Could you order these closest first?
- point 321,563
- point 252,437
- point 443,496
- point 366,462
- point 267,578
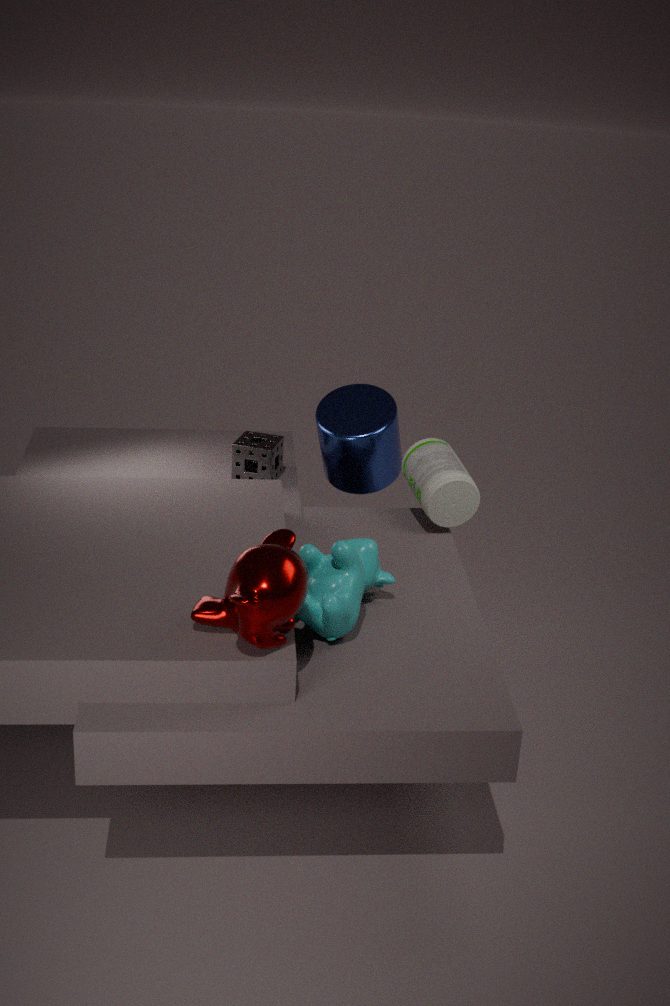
1. point 267,578
2. point 321,563
3. point 443,496
4. point 366,462
5. point 252,437
